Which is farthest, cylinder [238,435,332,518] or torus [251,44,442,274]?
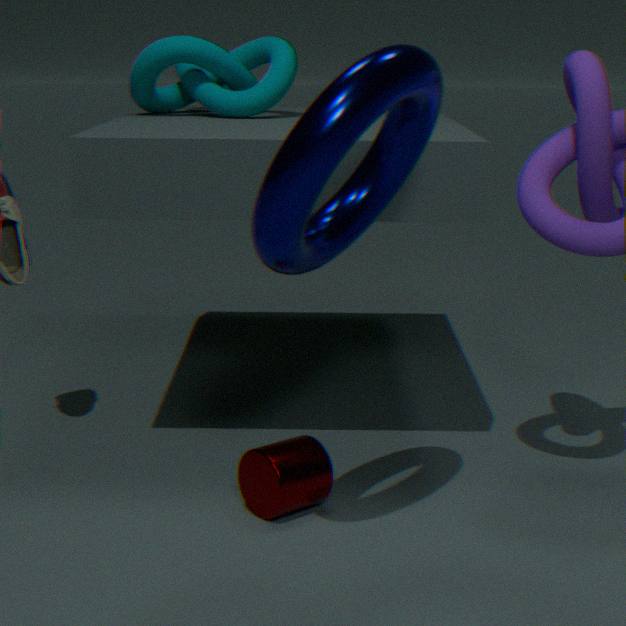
cylinder [238,435,332,518]
